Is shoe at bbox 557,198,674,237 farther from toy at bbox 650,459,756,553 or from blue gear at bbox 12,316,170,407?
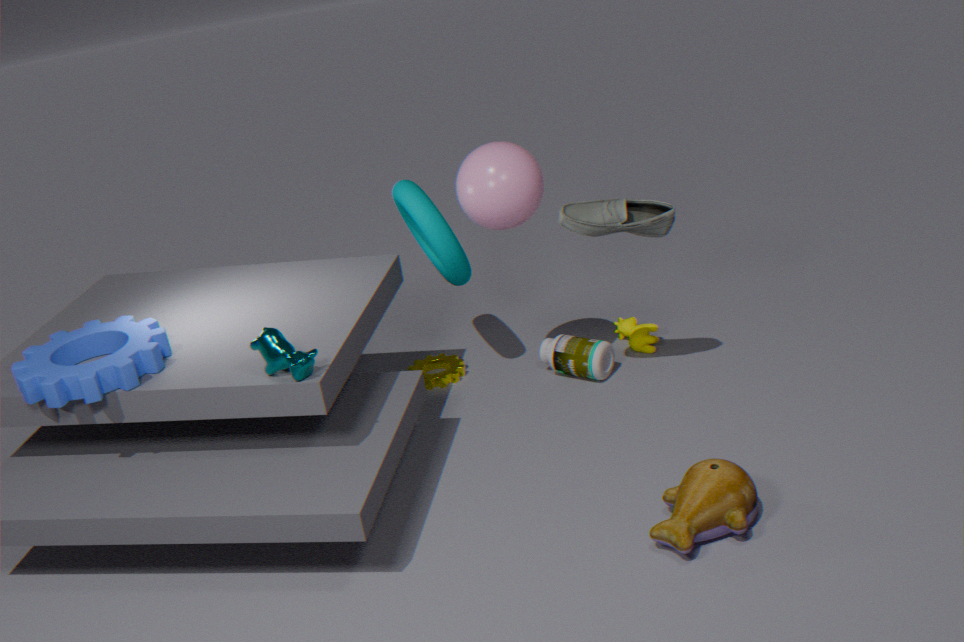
blue gear at bbox 12,316,170,407
